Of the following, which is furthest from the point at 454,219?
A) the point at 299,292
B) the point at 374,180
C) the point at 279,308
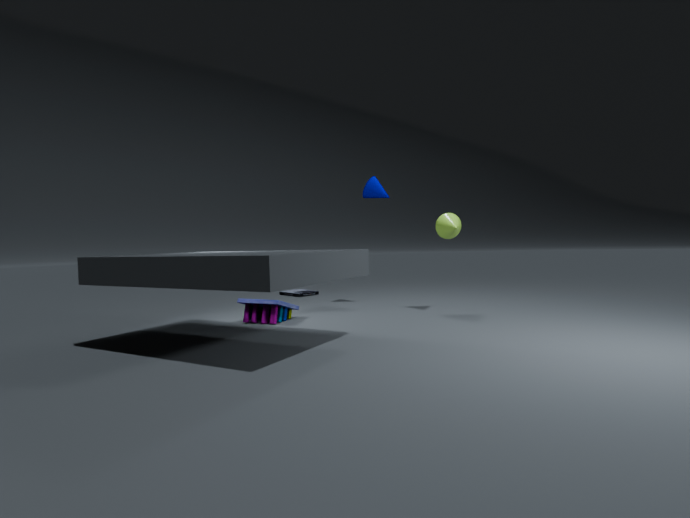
the point at 299,292
